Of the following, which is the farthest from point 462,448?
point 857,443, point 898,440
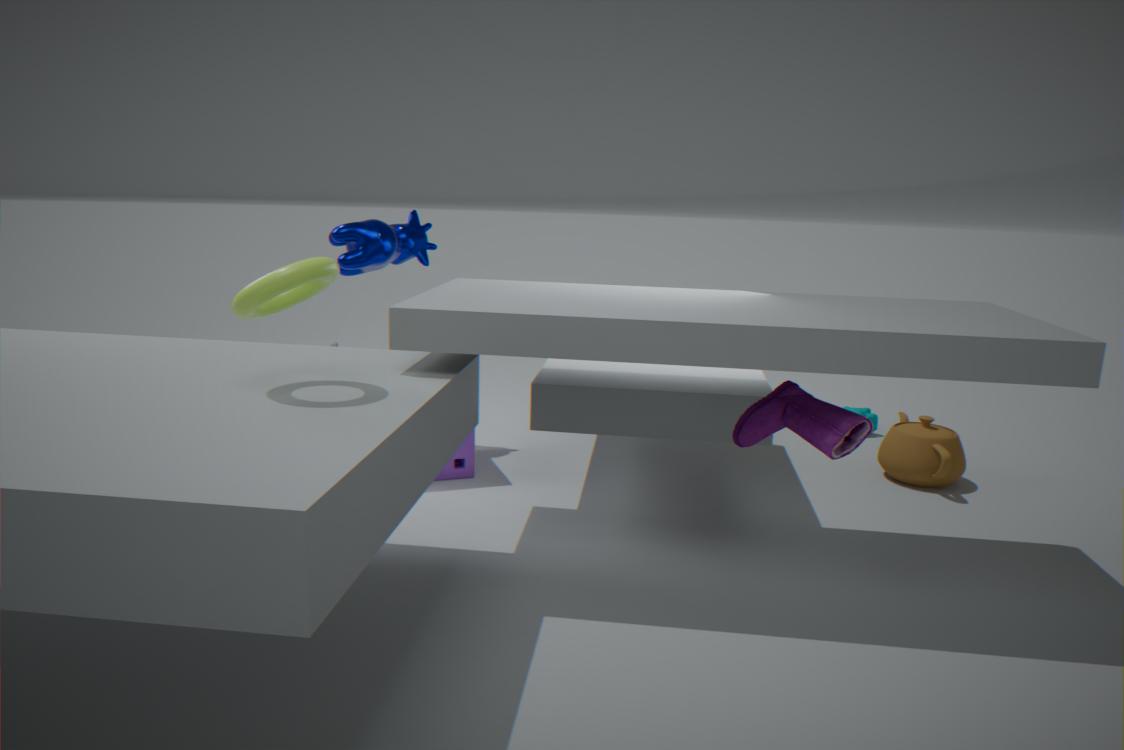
point 898,440
